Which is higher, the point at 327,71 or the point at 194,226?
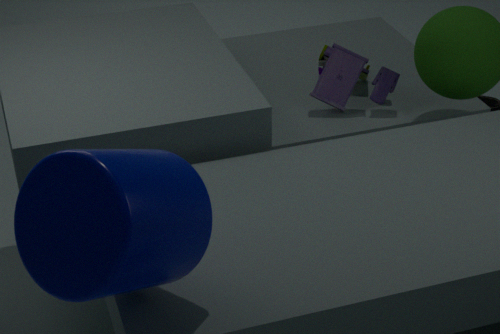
the point at 194,226
